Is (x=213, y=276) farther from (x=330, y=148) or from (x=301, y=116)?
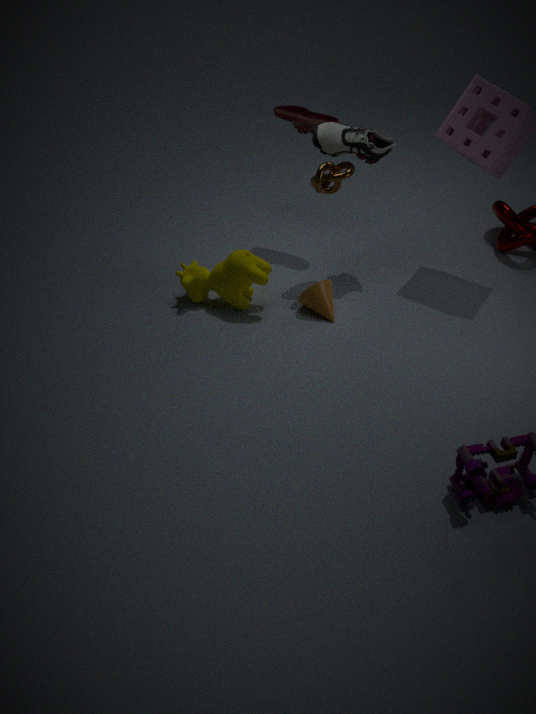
(x=301, y=116)
